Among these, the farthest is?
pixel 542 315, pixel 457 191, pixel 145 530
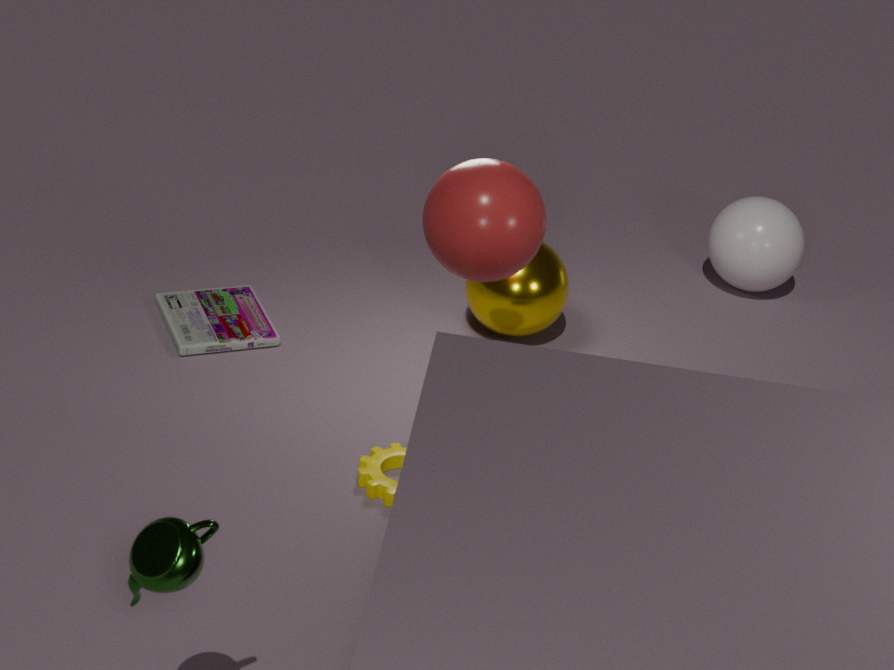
pixel 542 315
